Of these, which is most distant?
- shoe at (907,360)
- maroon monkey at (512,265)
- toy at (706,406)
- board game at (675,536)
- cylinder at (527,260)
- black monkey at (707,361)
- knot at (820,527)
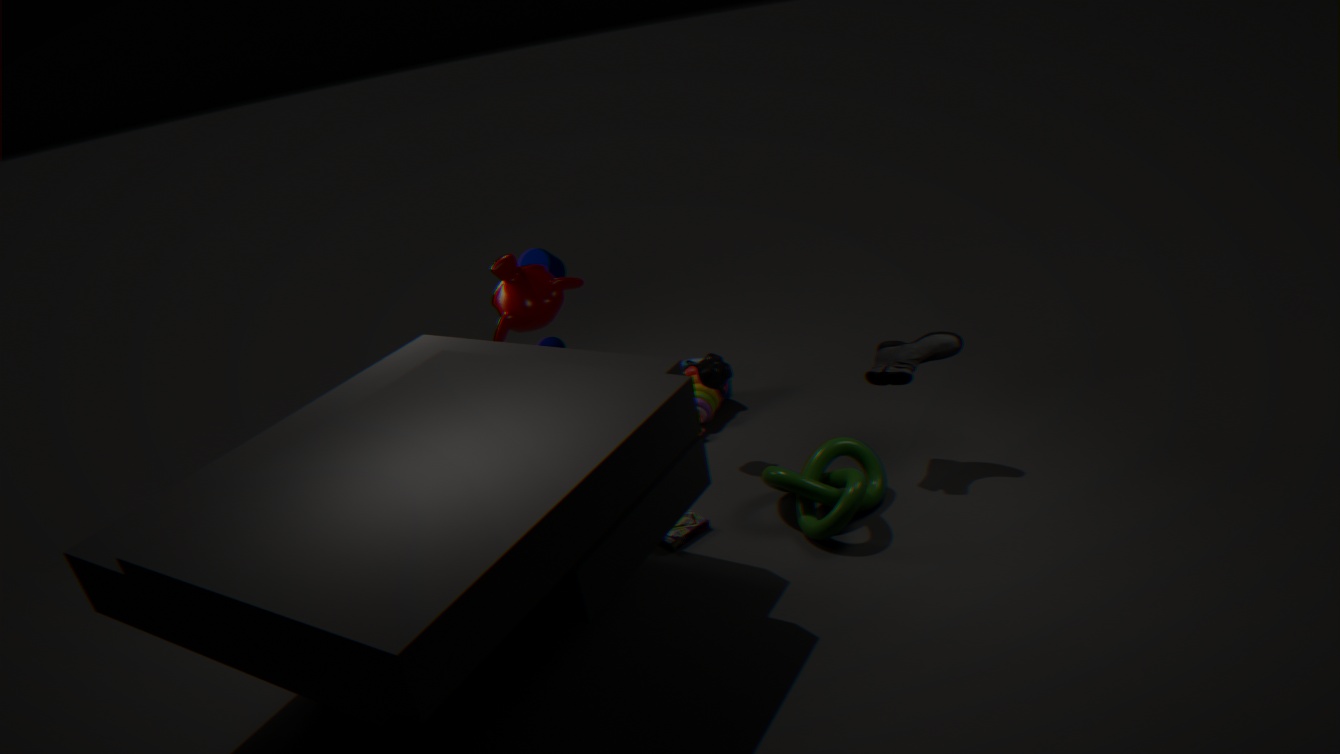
toy at (706,406)
